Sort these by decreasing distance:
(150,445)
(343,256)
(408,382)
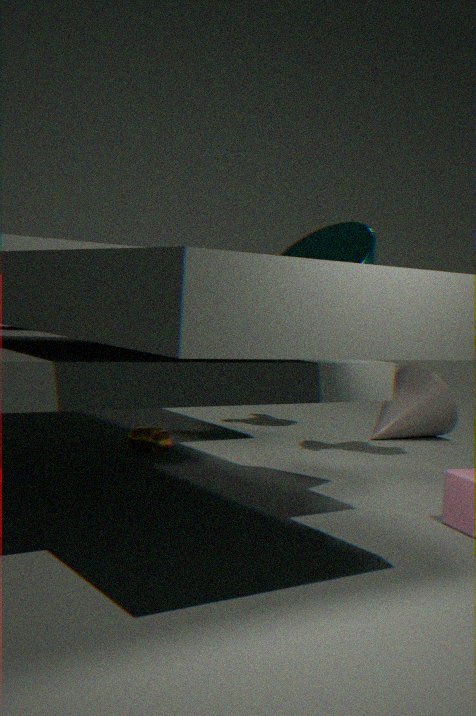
(408,382) → (150,445) → (343,256)
